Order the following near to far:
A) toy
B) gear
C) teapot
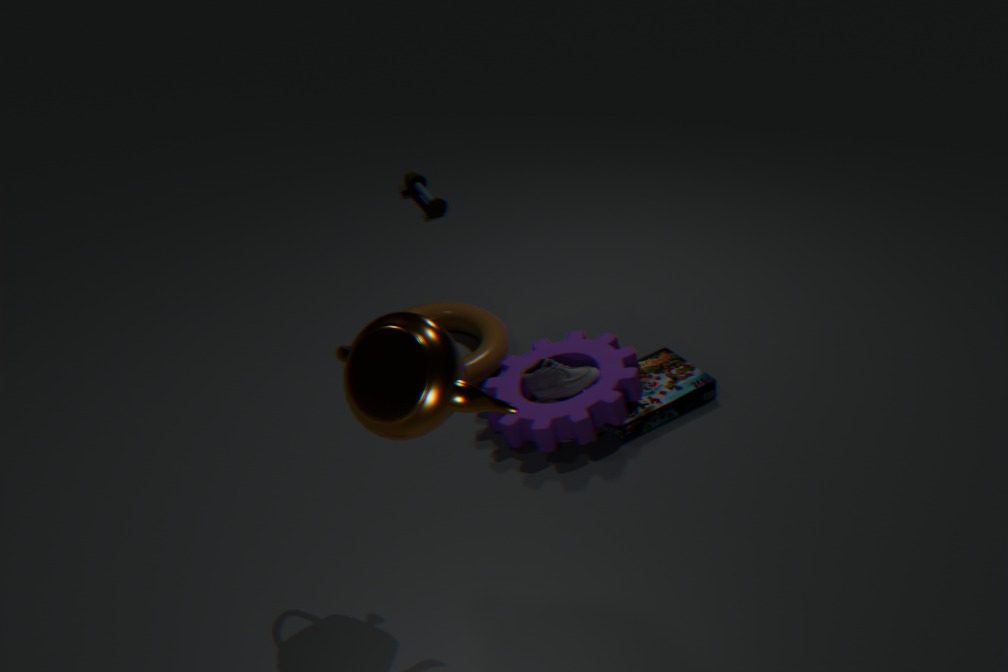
teapot
gear
toy
